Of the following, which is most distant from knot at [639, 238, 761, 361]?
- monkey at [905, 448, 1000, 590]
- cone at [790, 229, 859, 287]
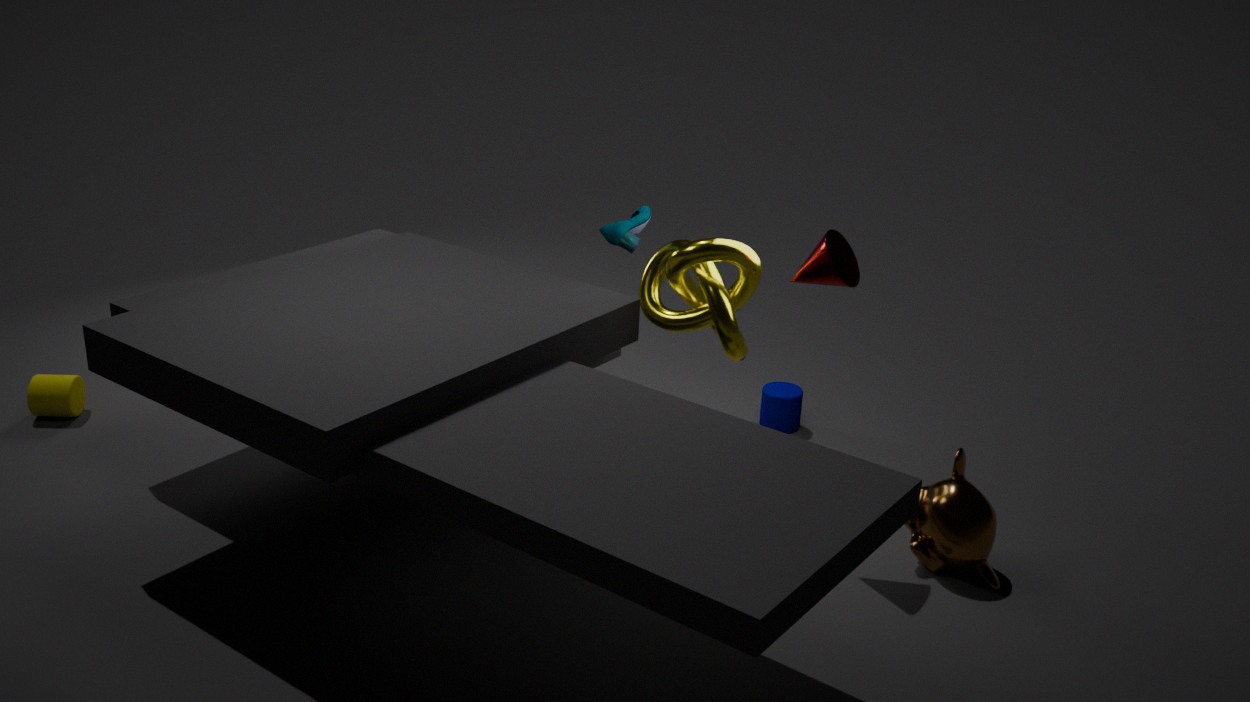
monkey at [905, 448, 1000, 590]
